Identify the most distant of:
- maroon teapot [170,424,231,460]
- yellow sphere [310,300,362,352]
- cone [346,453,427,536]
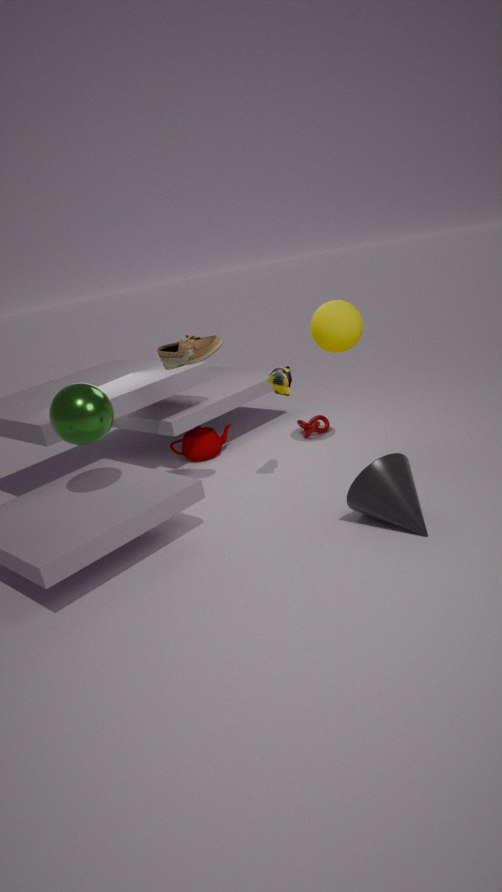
maroon teapot [170,424,231,460]
